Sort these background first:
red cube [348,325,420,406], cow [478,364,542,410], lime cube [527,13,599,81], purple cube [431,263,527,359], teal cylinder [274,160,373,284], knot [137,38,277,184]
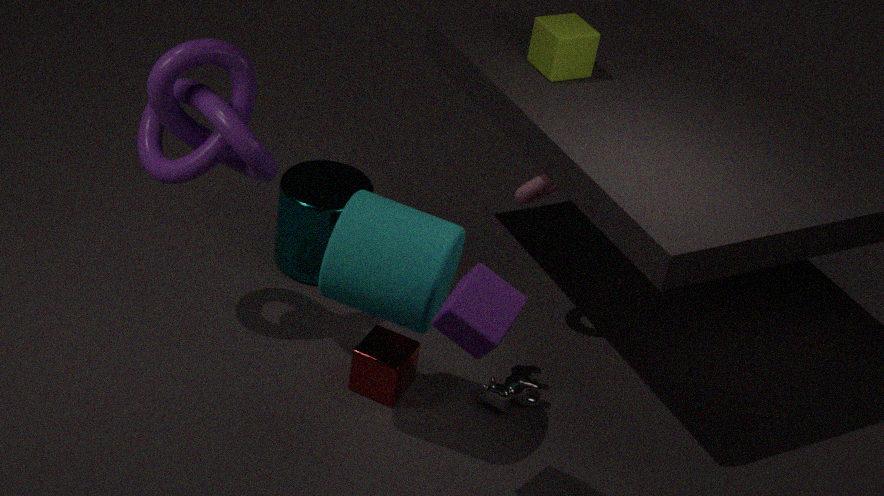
1. teal cylinder [274,160,373,284]
2. lime cube [527,13,599,81]
3. cow [478,364,542,410]
4. red cube [348,325,420,406]
5. knot [137,38,277,184]
6. purple cube [431,263,527,359]
